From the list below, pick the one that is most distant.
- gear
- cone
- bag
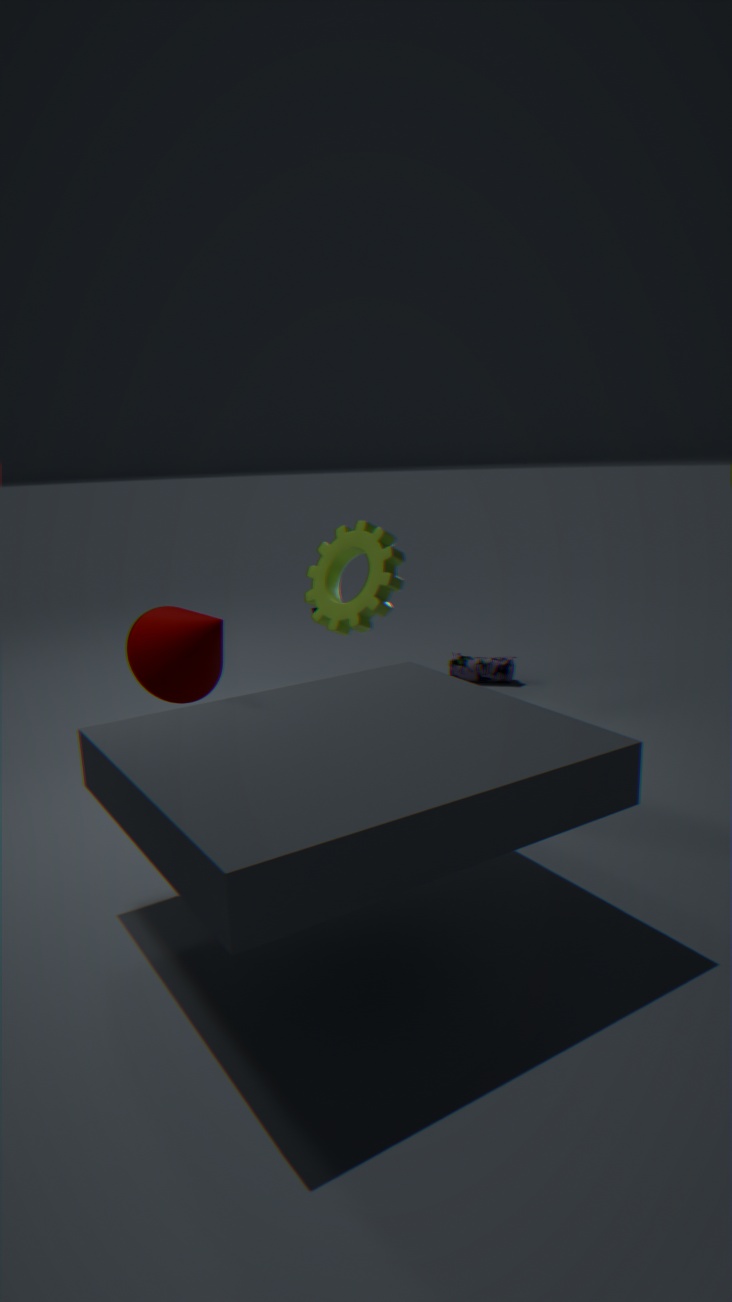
bag
